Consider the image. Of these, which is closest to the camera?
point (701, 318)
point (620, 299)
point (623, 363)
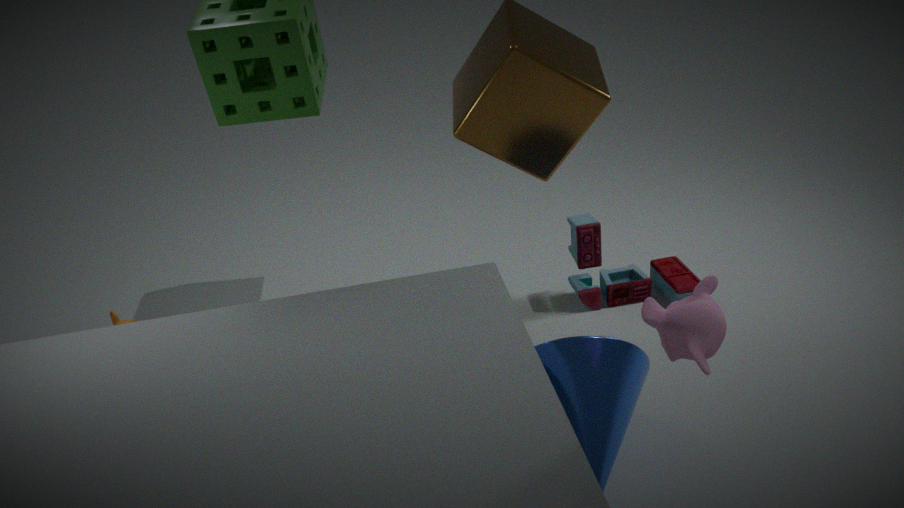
point (701, 318)
